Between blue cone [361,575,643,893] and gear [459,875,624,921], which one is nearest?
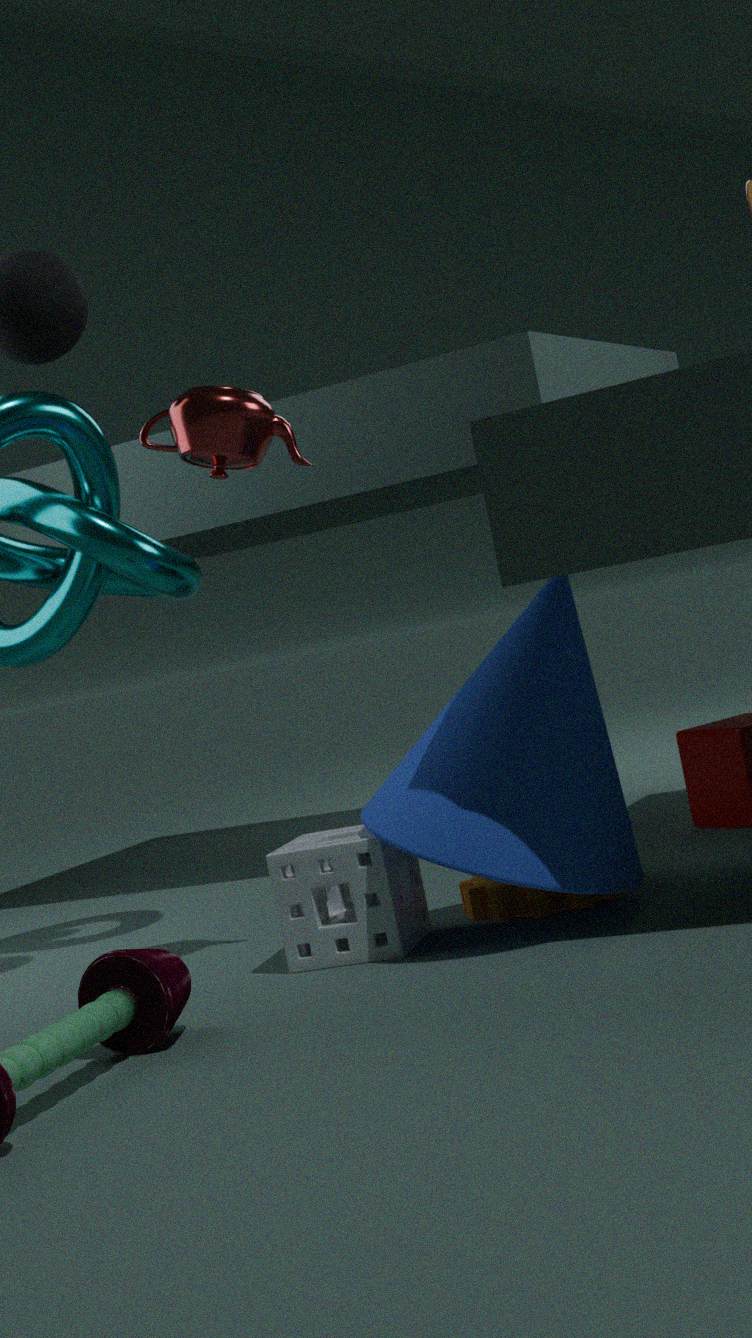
blue cone [361,575,643,893]
